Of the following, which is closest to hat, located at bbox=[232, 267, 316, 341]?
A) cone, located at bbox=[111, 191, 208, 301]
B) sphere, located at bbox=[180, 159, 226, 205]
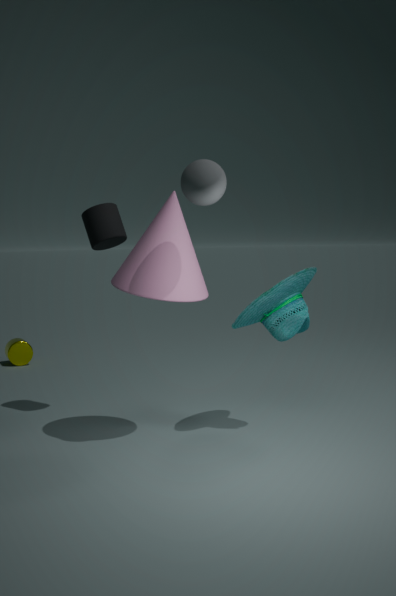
cone, located at bbox=[111, 191, 208, 301]
